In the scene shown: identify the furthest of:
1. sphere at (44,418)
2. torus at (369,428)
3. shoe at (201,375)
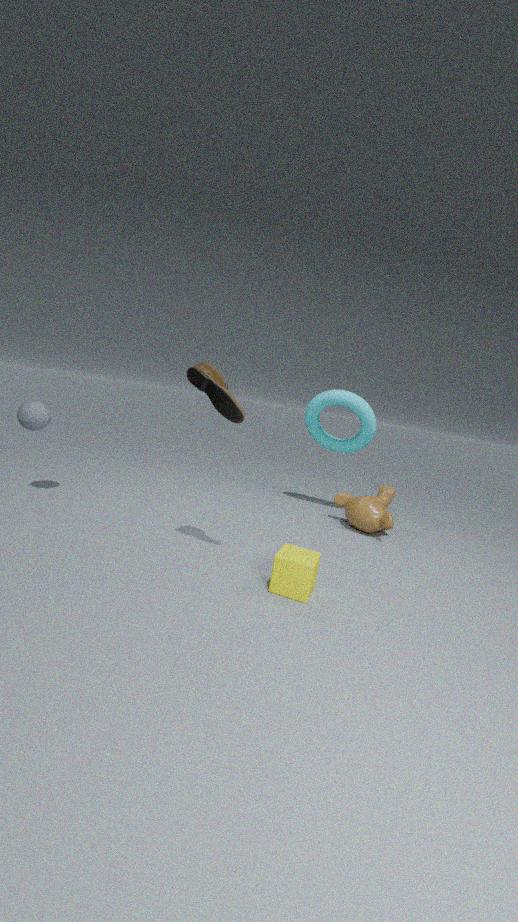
torus at (369,428)
